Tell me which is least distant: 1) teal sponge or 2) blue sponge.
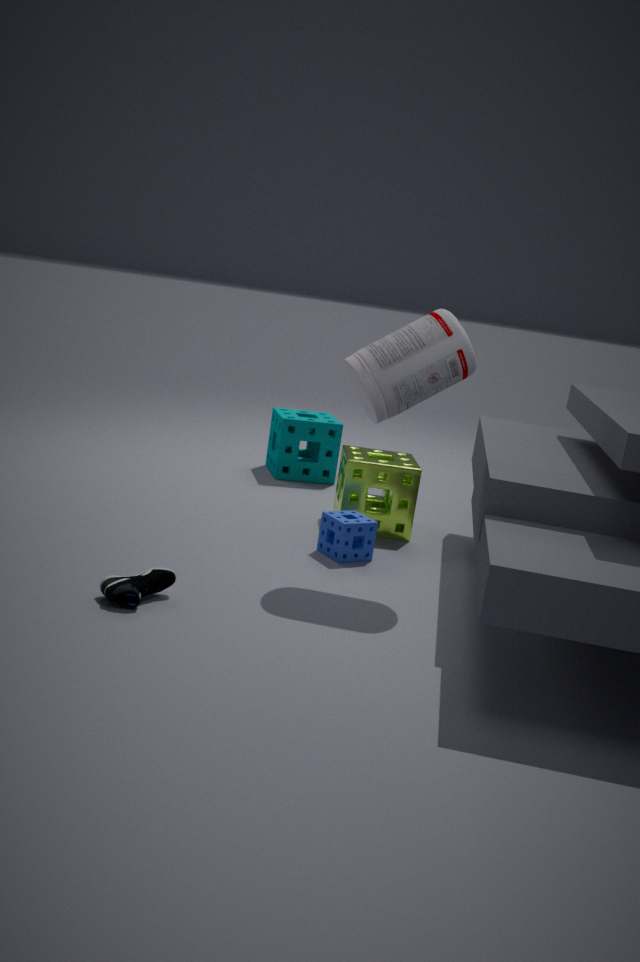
2. blue sponge
